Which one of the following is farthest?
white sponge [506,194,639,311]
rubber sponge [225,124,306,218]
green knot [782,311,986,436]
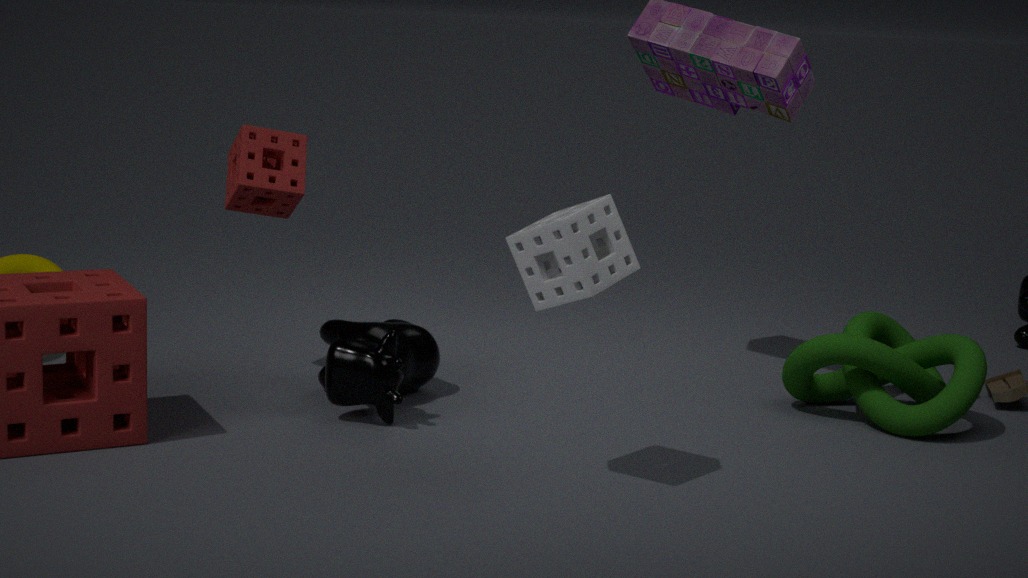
rubber sponge [225,124,306,218]
